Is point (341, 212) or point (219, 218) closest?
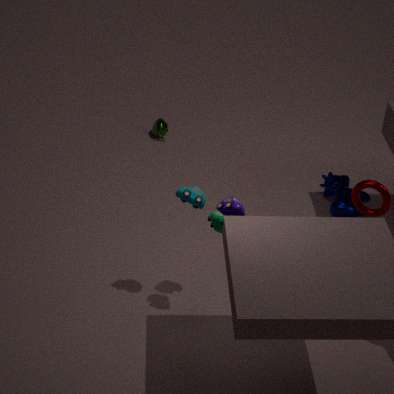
point (219, 218)
